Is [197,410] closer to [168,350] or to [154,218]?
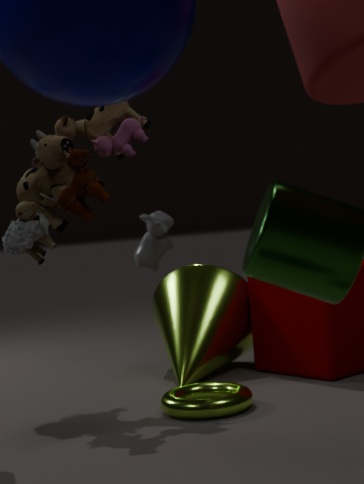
[168,350]
